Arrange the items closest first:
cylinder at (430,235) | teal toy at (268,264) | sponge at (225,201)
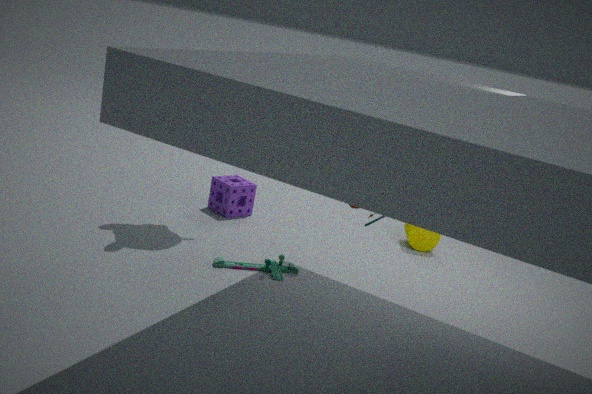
teal toy at (268,264)
sponge at (225,201)
cylinder at (430,235)
